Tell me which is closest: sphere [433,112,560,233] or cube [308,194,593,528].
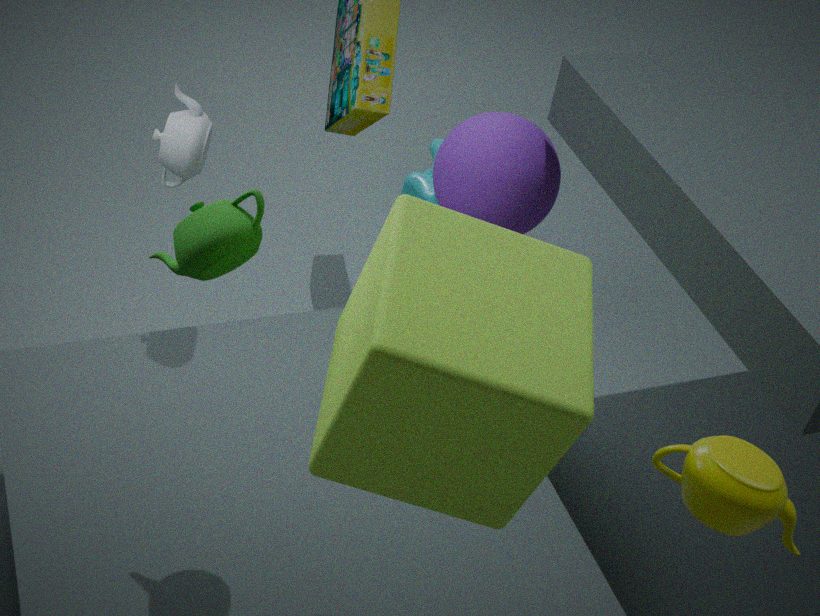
cube [308,194,593,528]
